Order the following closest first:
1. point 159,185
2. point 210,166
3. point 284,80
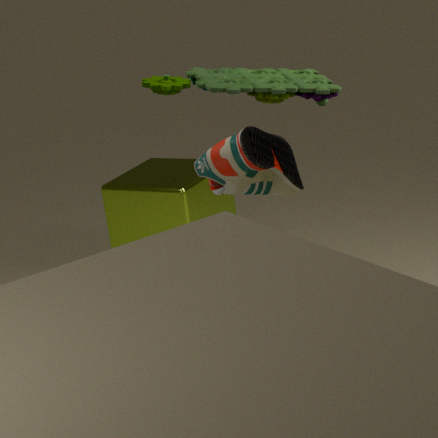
point 210,166
point 284,80
point 159,185
